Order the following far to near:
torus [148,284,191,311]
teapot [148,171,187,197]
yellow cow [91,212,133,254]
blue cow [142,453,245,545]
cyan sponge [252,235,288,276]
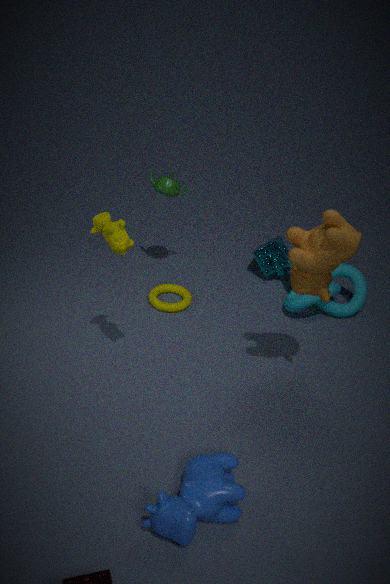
cyan sponge [252,235,288,276] → torus [148,284,191,311] → teapot [148,171,187,197] → yellow cow [91,212,133,254] → blue cow [142,453,245,545]
